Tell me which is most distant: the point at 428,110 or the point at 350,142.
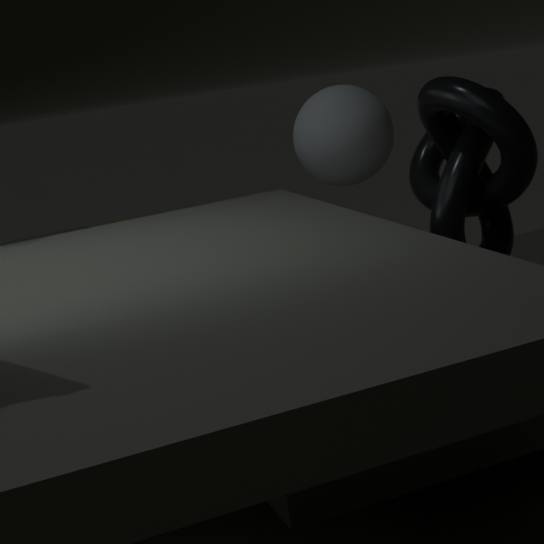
the point at 350,142
